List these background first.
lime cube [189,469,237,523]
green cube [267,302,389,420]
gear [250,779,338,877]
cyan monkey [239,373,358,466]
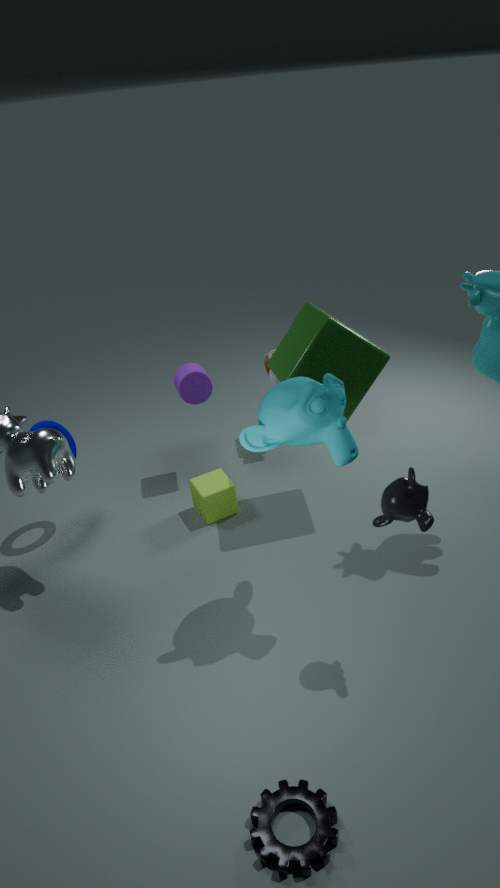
lime cube [189,469,237,523], green cube [267,302,389,420], cyan monkey [239,373,358,466], gear [250,779,338,877]
